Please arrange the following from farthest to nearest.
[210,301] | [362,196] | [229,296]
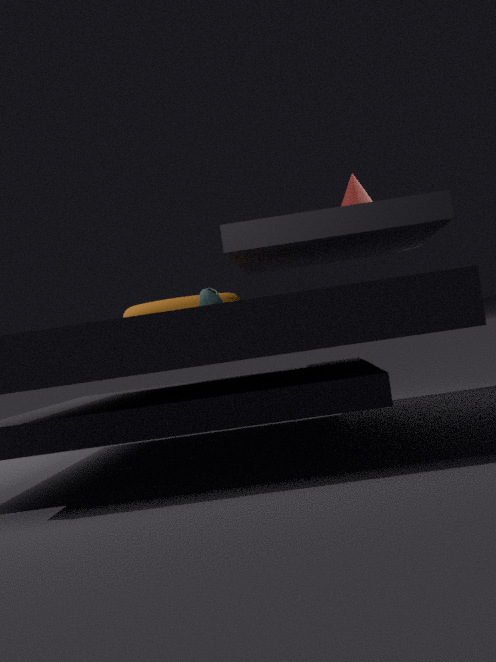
1. [362,196]
2. [229,296]
3. [210,301]
